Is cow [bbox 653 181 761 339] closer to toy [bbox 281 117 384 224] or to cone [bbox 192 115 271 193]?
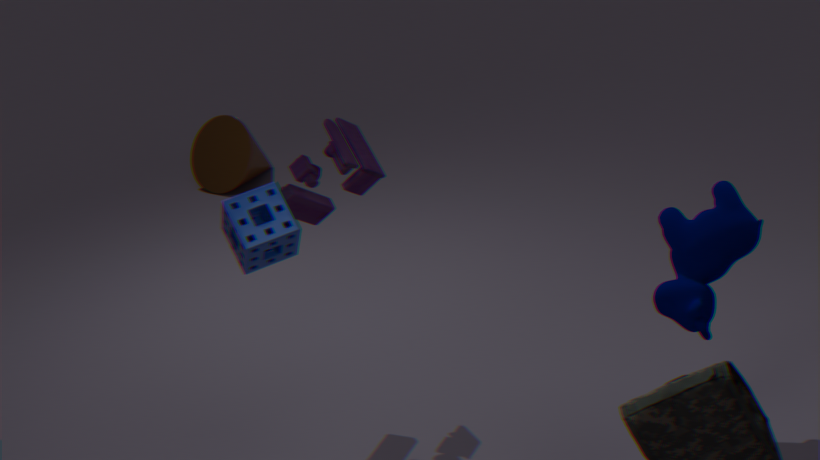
toy [bbox 281 117 384 224]
